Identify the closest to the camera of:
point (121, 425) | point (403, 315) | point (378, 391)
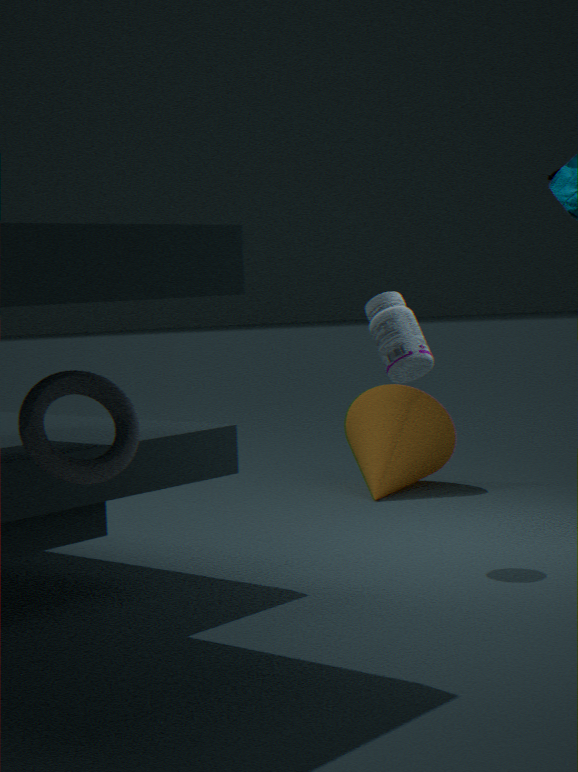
point (121, 425)
